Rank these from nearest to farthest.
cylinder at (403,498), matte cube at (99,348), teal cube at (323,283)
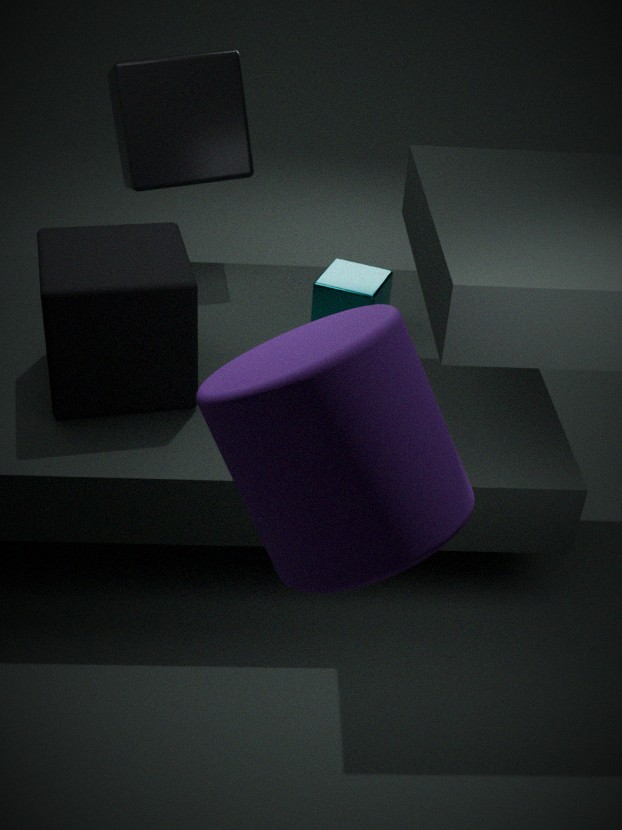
cylinder at (403,498), matte cube at (99,348), teal cube at (323,283)
